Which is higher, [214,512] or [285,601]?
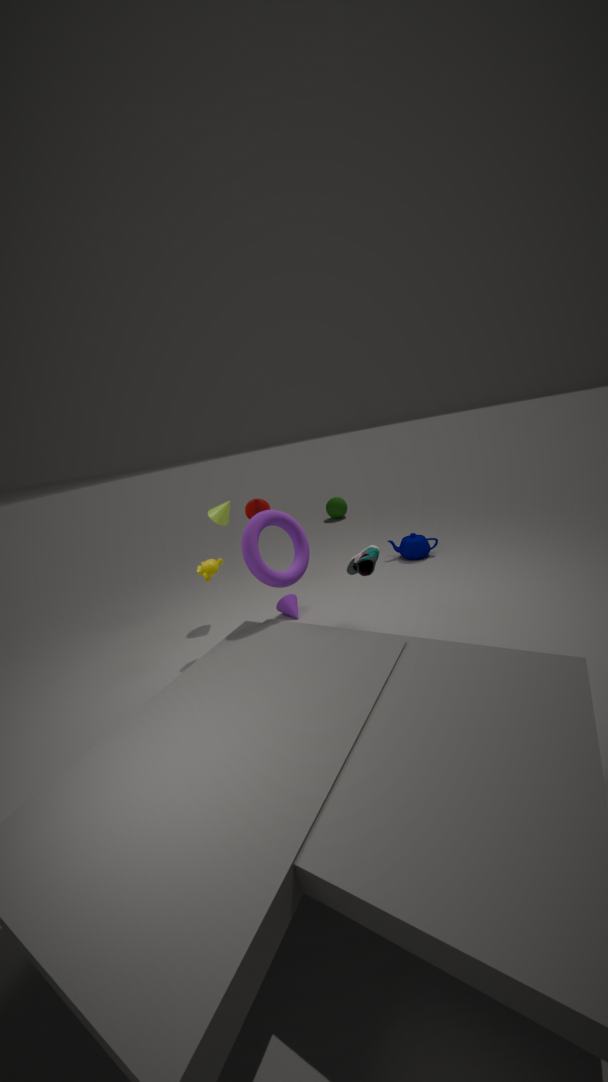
[214,512]
